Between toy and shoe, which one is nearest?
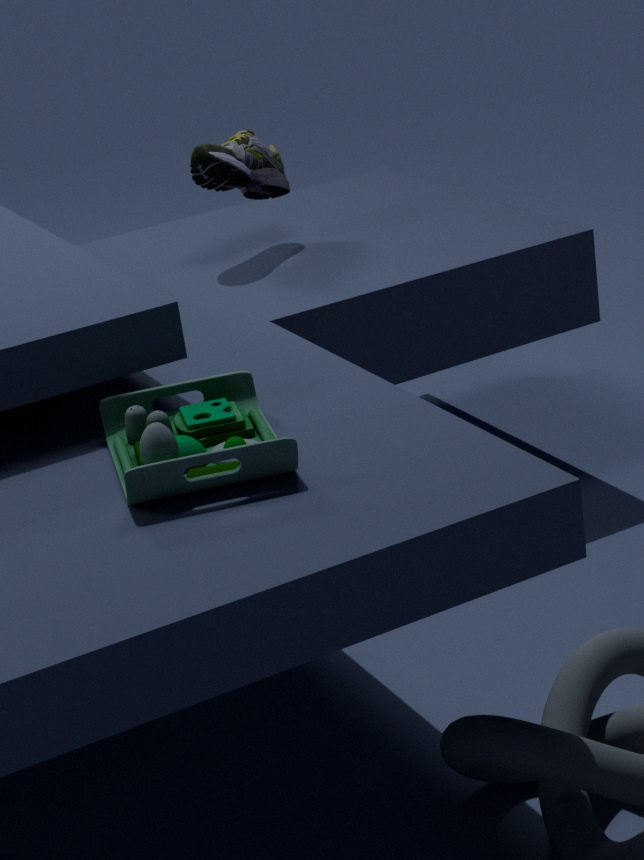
toy
